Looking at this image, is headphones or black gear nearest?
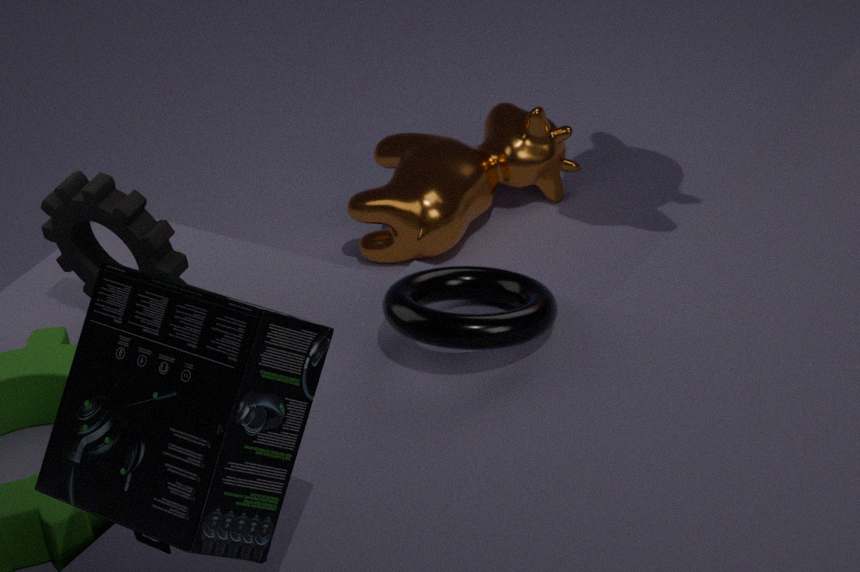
headphones
